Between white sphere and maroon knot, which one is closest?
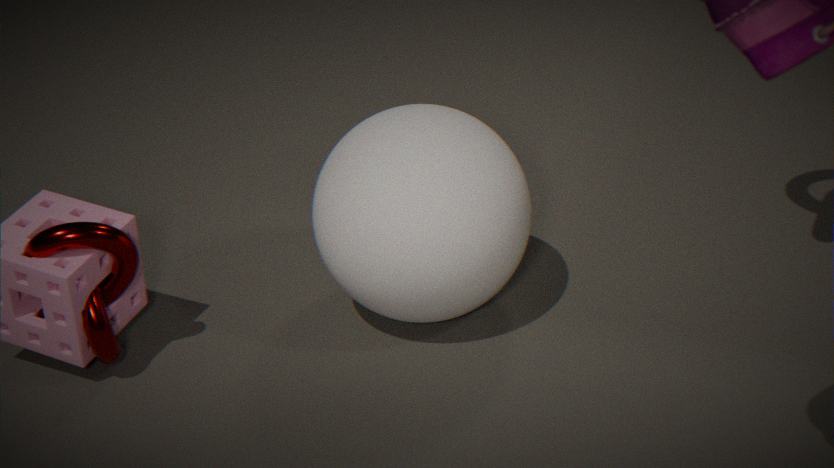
maroon knot
